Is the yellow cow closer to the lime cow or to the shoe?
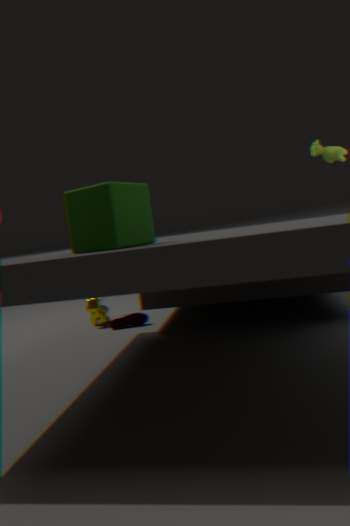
the shoe
